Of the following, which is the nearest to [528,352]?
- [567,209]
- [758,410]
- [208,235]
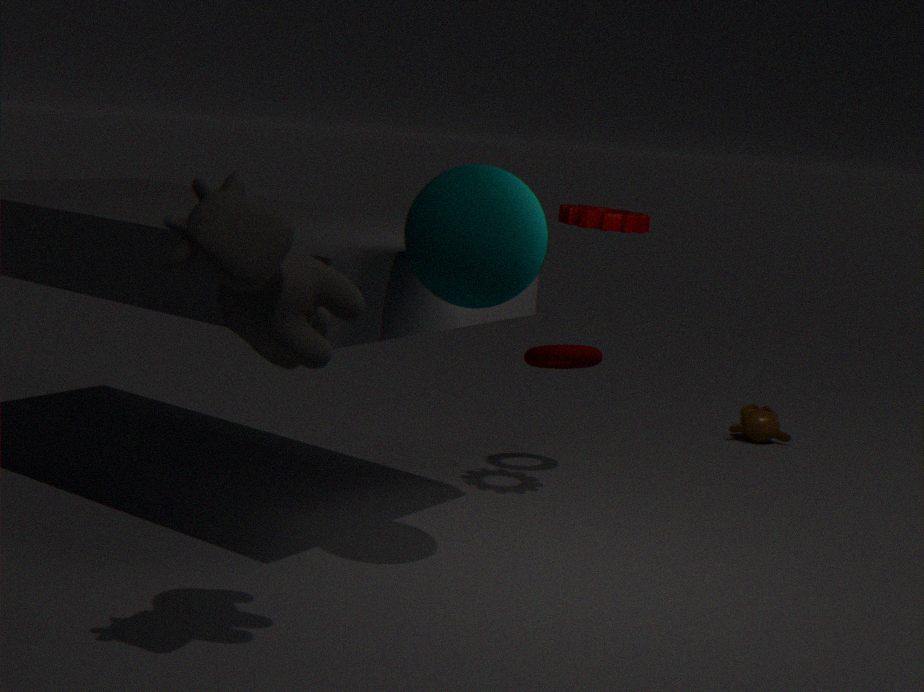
[567,209]
